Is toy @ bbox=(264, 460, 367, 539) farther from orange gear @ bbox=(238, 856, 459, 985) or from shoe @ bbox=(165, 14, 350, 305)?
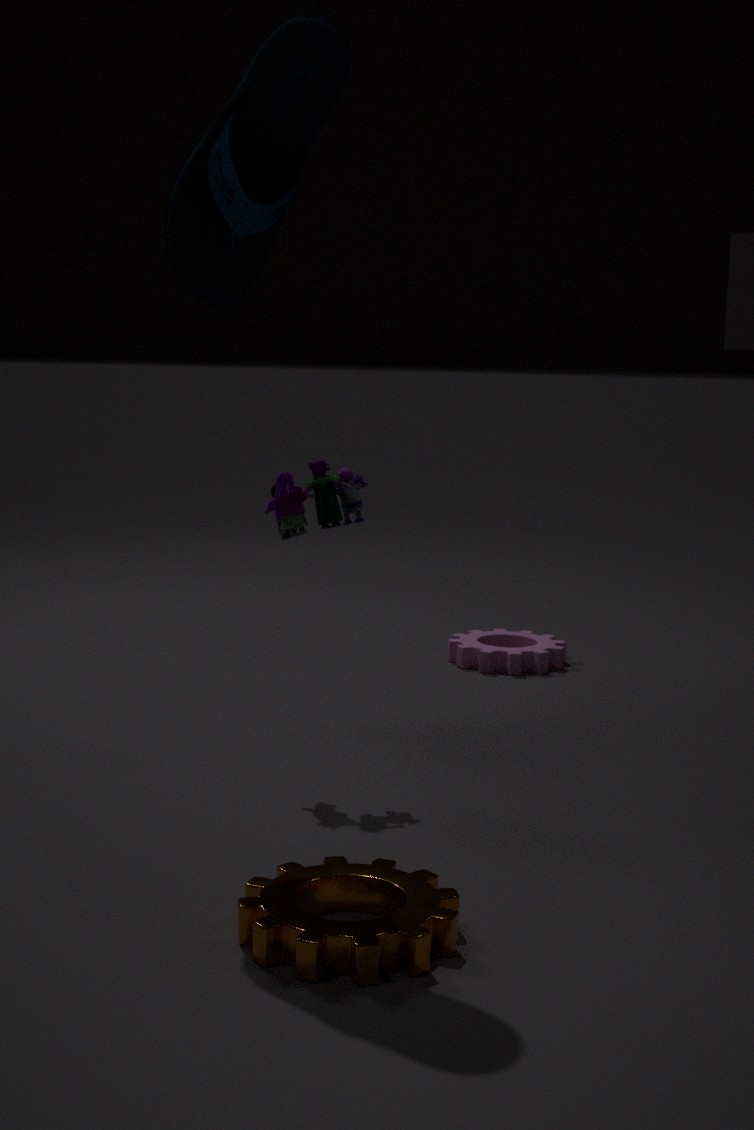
orange gear @ bbox=(238, 856, 459, 985)
